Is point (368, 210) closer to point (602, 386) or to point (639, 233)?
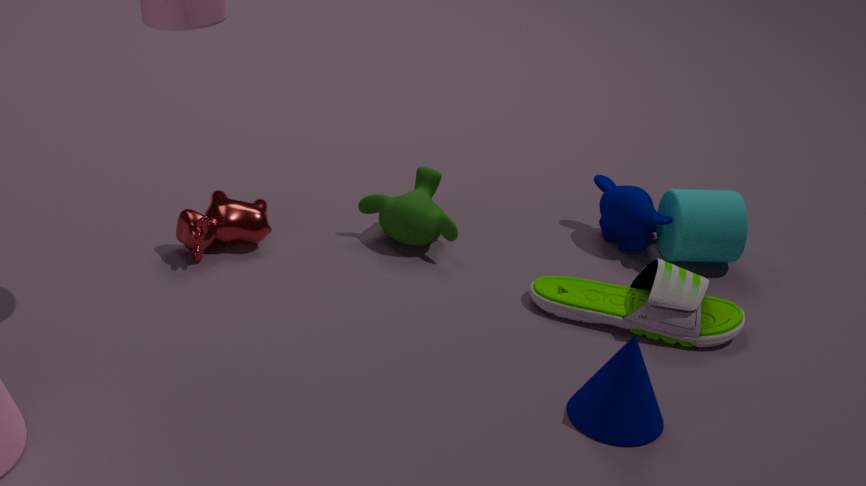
point (639, 233)
